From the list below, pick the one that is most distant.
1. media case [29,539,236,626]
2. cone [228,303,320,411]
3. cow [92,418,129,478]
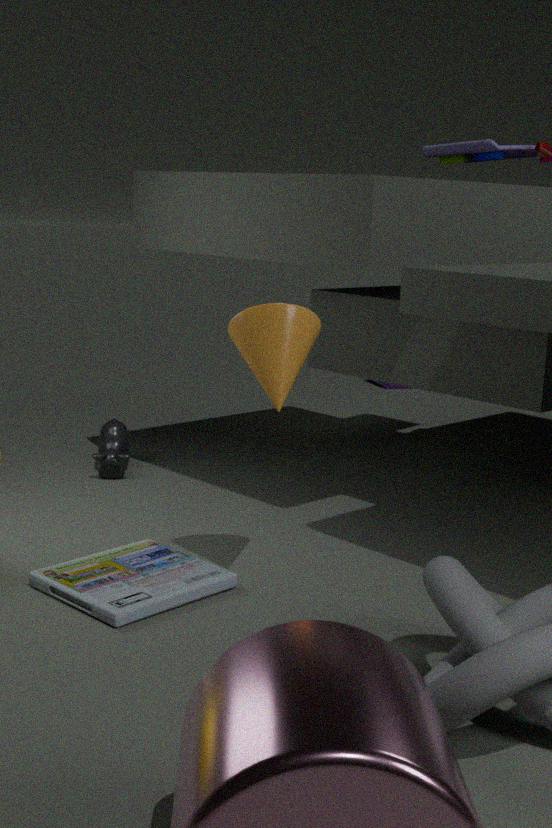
cow [92,418,129,478]
